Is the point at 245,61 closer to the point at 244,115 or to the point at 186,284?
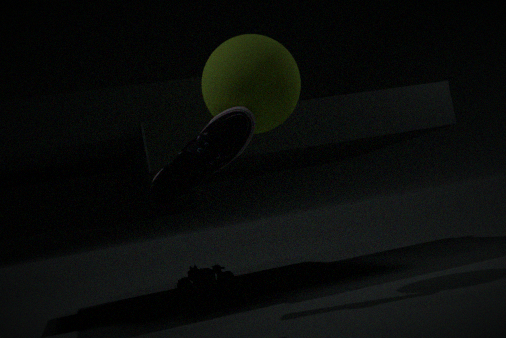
the point at 244,115
